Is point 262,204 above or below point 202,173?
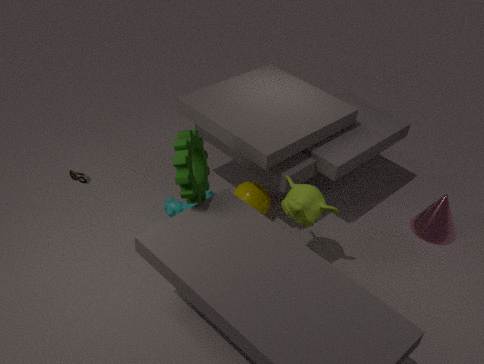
below
